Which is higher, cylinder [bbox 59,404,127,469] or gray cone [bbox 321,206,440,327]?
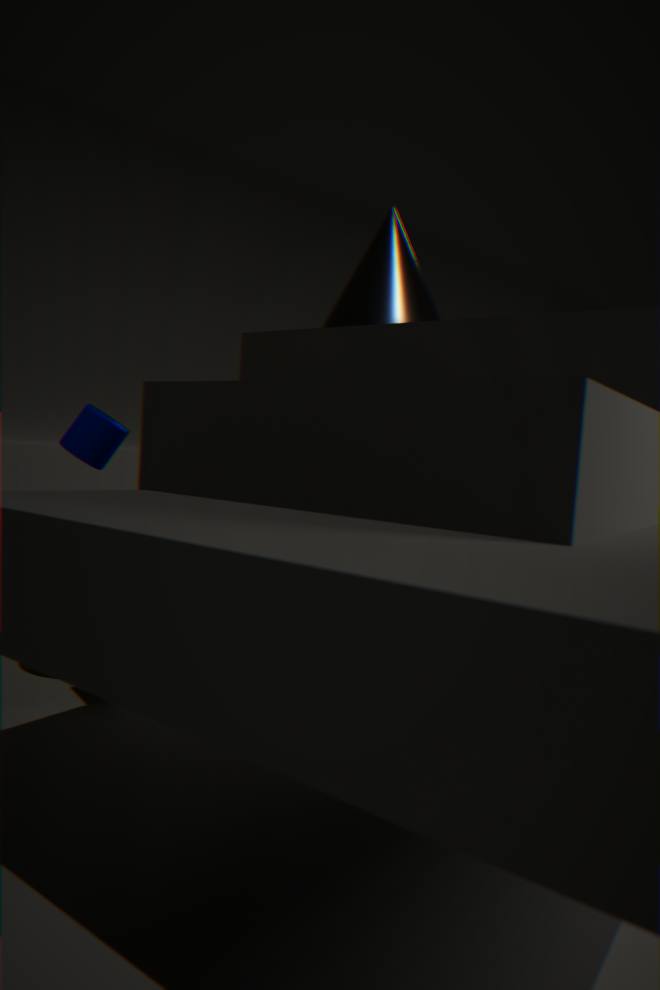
gray cone [bbox 321,206,440,327]
